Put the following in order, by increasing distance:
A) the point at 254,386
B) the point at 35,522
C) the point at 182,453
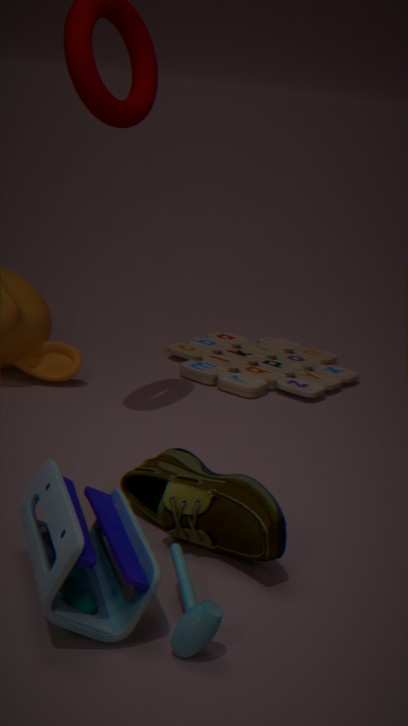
1. the point at 35,522
2. the point at 182,453
3. the point at 254,386
